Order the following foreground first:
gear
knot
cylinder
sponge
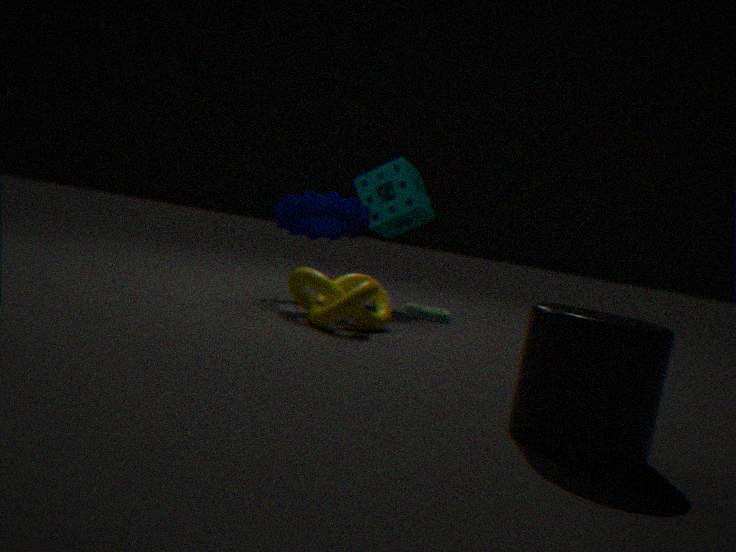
cylinder → knot → gear → sponge
